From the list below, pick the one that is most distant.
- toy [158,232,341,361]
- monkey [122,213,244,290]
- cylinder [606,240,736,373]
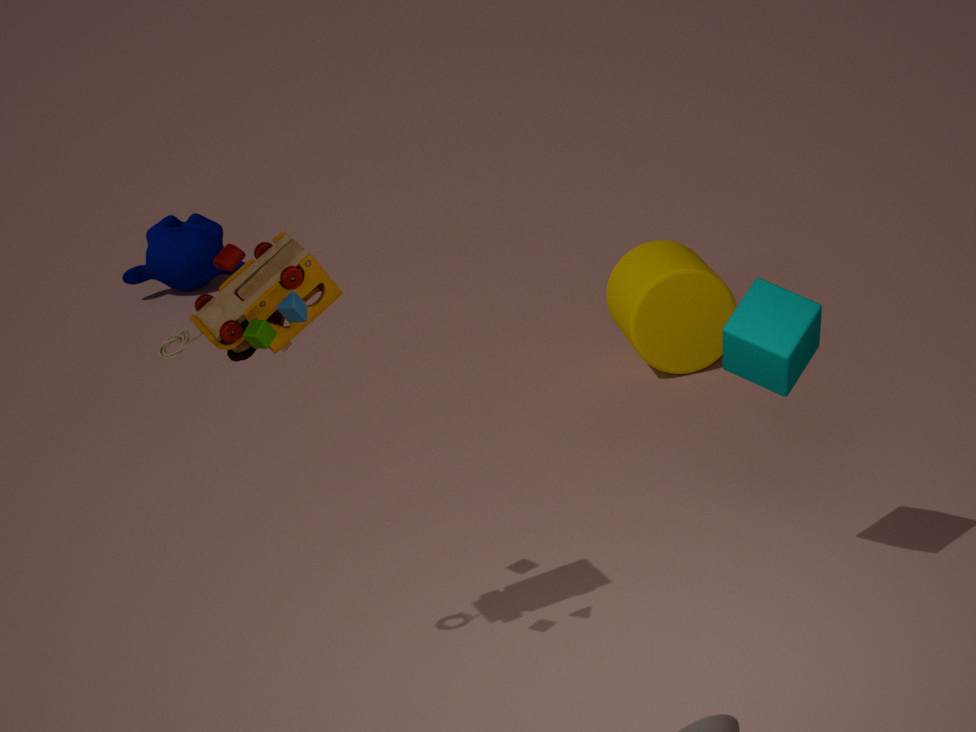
monkey [122,213,244,290]
